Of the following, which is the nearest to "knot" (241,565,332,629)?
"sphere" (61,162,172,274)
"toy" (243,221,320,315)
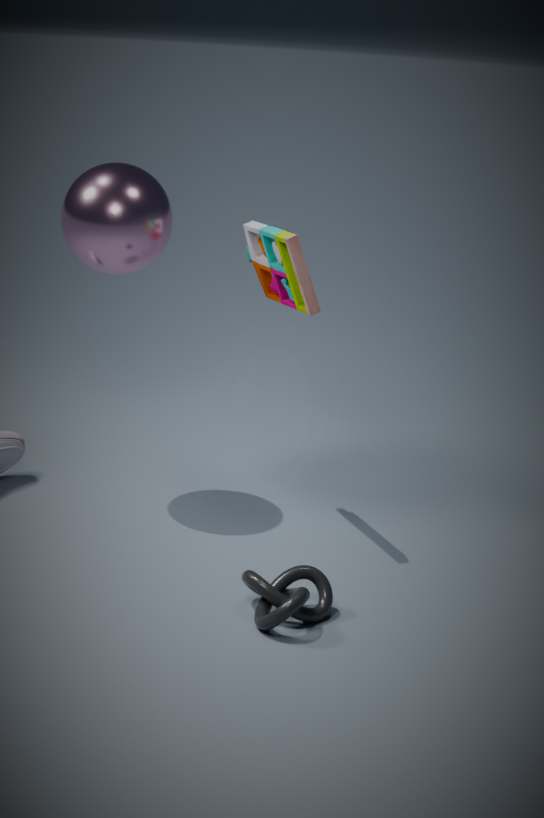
"toy" (243,221,320,315)
